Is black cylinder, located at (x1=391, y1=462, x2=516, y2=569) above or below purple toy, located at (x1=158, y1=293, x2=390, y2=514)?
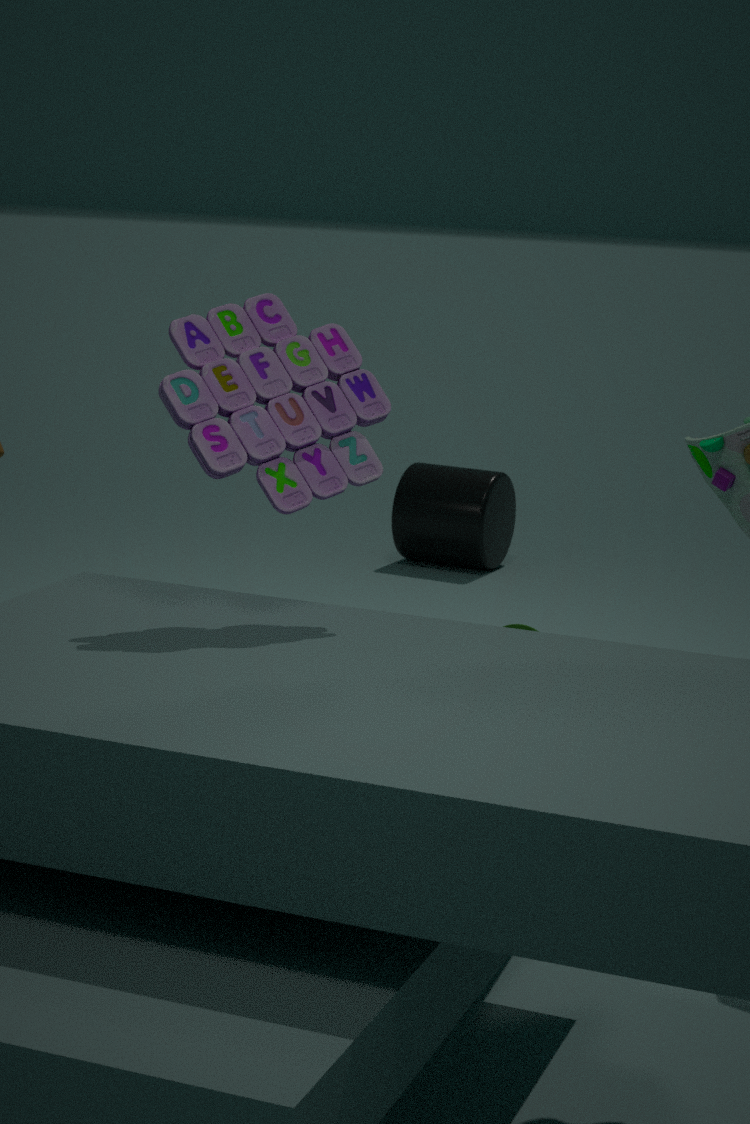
below
